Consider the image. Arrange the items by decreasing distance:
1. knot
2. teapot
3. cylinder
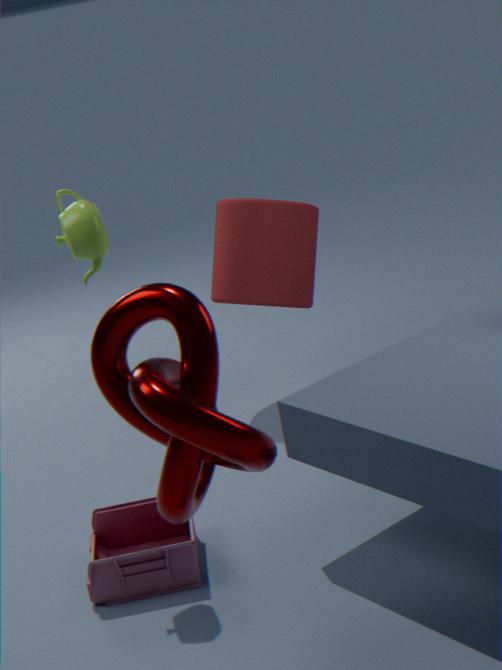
cylinder → teapot → knot
